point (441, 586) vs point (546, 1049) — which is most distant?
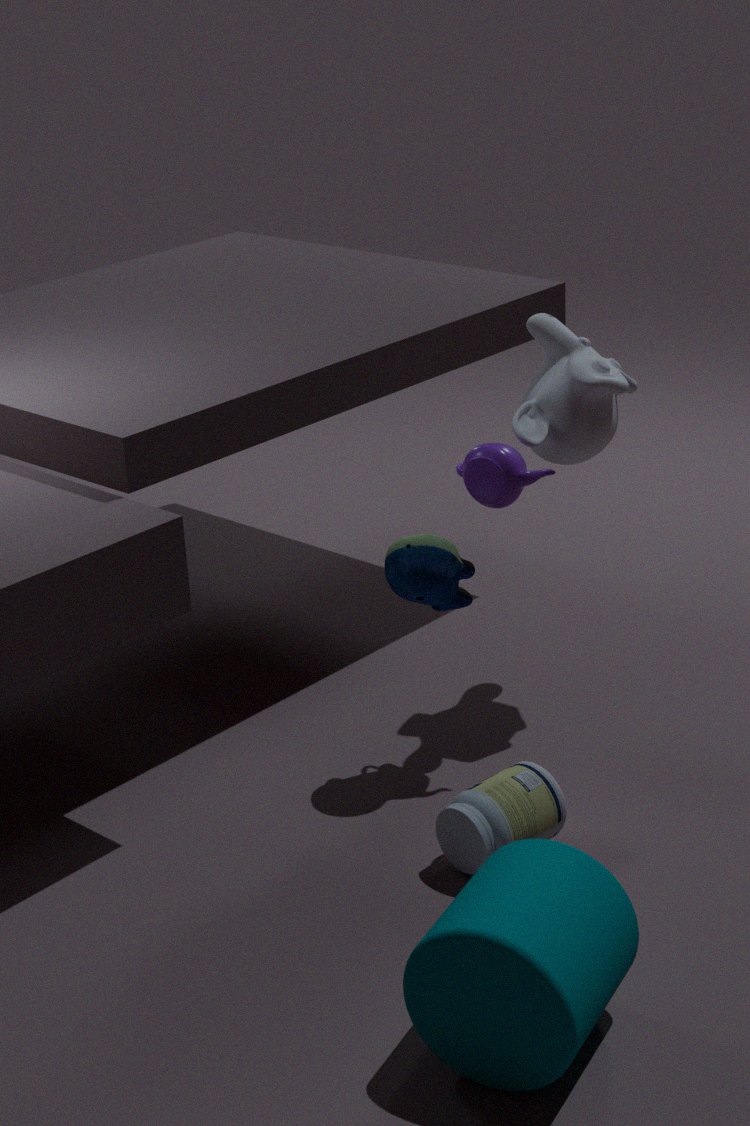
point (441, 586)
